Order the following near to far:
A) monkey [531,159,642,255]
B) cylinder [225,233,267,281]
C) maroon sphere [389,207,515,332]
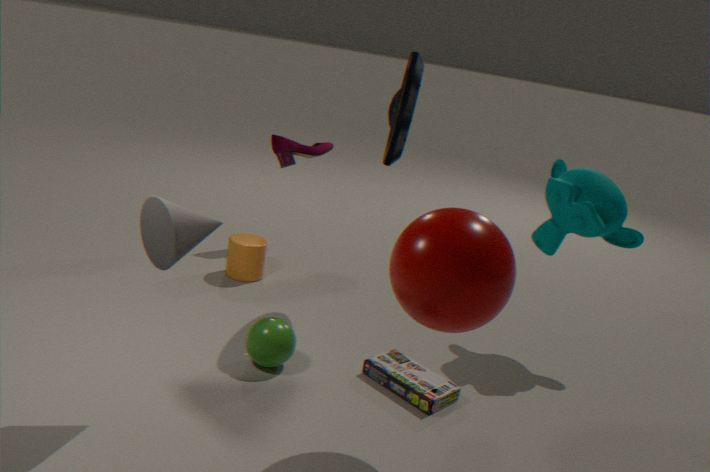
maroon sphere [389,207,515,332]
monkey [531,159,642,255]
cylinder [225,233,267,281]
